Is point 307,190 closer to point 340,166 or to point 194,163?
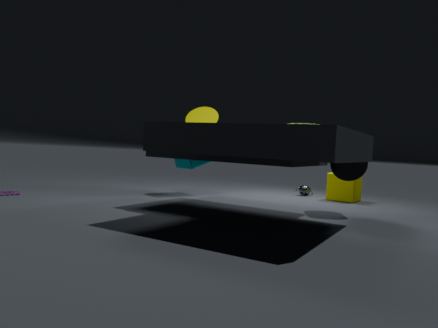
point 340,166
